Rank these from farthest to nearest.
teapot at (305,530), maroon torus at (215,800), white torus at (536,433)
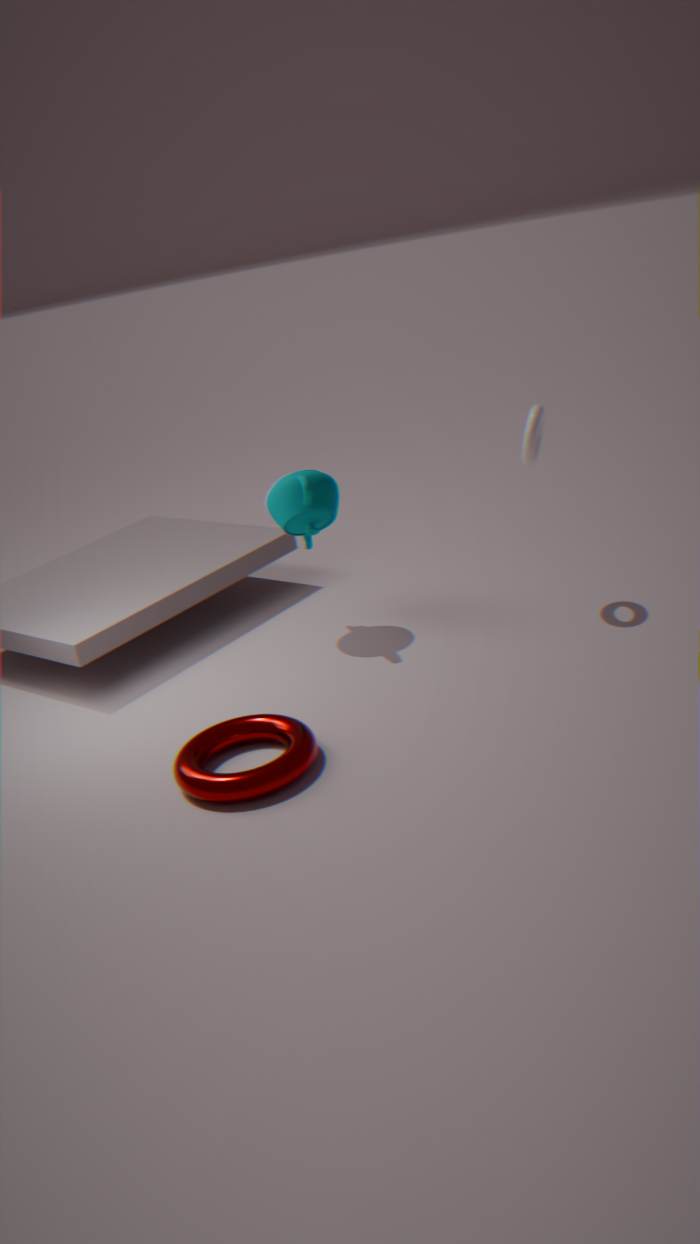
teapot at (305,530) < white torus at (536,433) < maroon torus at (215,800)
